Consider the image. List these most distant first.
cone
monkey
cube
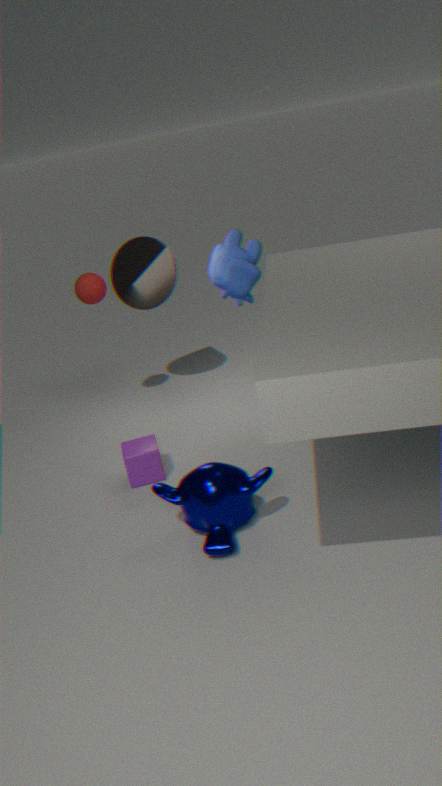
cone, cube, monkey
